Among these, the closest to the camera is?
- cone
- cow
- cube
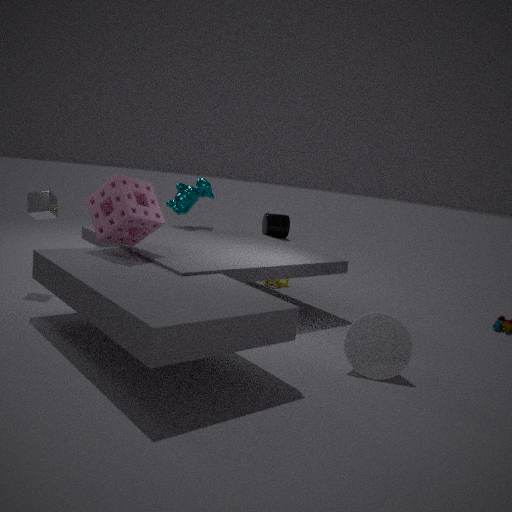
cone
